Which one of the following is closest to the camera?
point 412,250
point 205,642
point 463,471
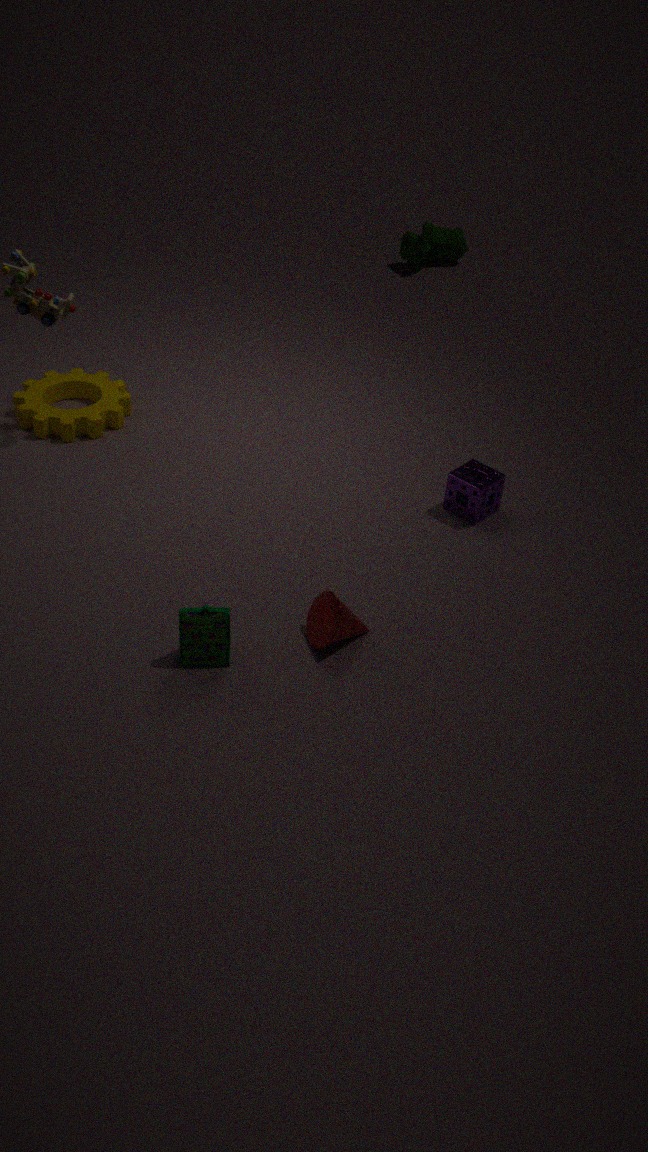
point 205,642
